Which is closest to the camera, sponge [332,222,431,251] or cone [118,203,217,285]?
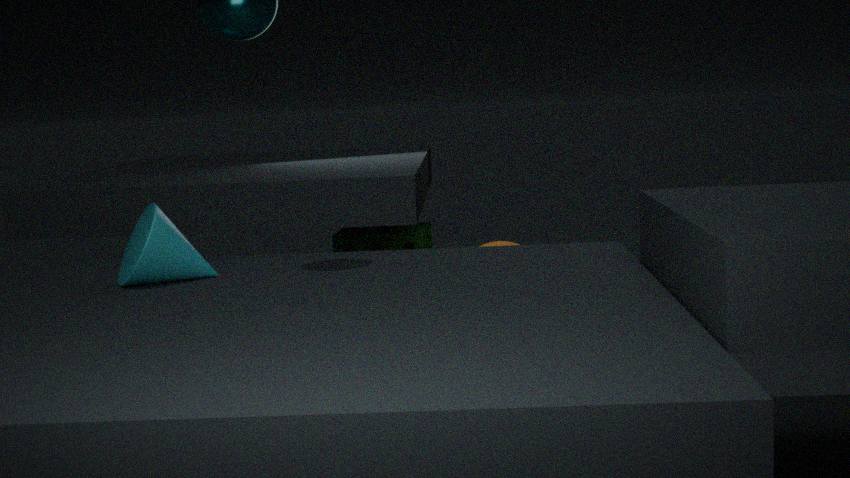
cone [118,203,217,285]
